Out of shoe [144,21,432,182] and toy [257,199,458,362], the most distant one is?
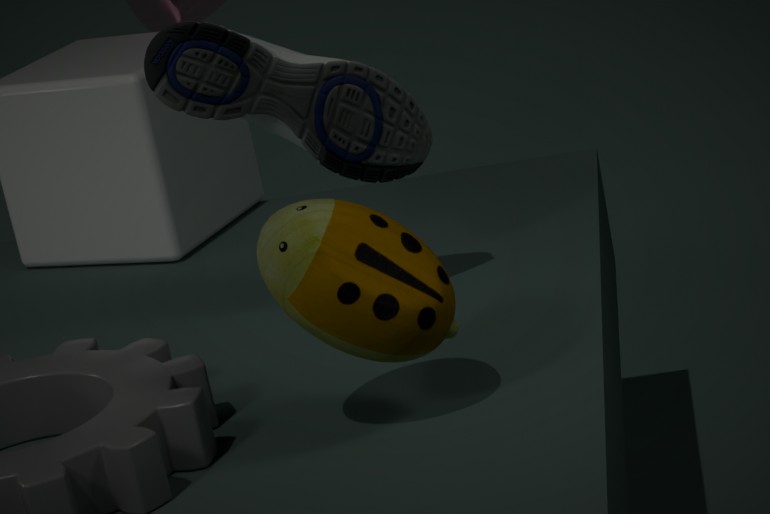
shoe [144,21,432,182]
